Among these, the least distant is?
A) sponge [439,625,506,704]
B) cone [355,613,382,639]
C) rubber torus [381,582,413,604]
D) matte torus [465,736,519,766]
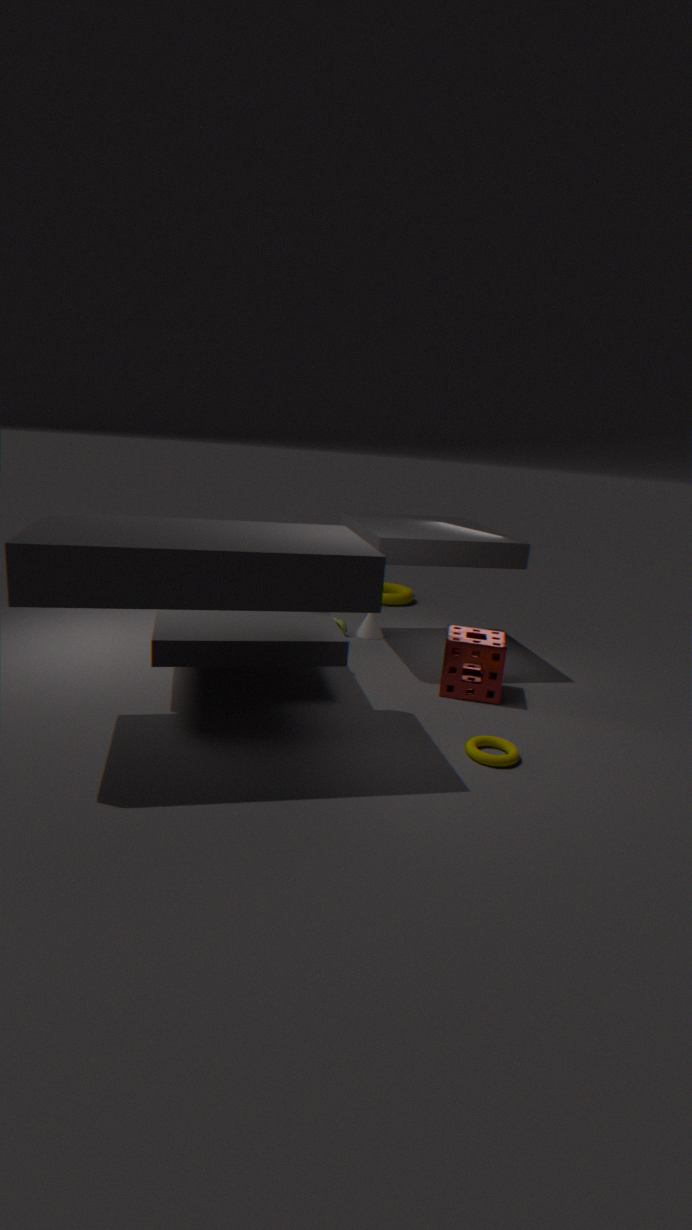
matte torus [465,736,519,766]
